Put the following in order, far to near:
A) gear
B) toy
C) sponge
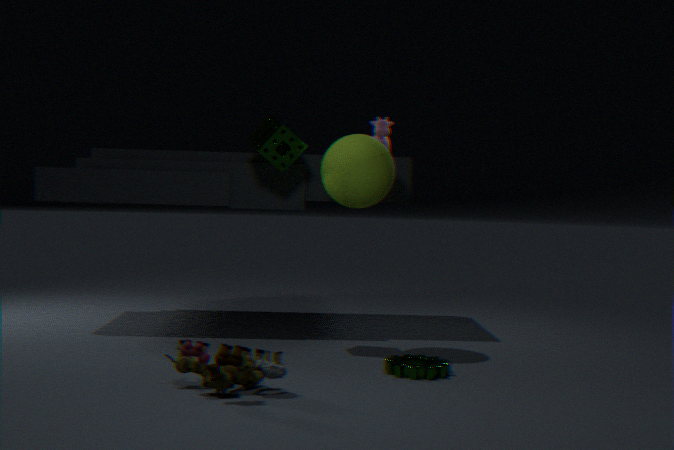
sponge
gear
toy
